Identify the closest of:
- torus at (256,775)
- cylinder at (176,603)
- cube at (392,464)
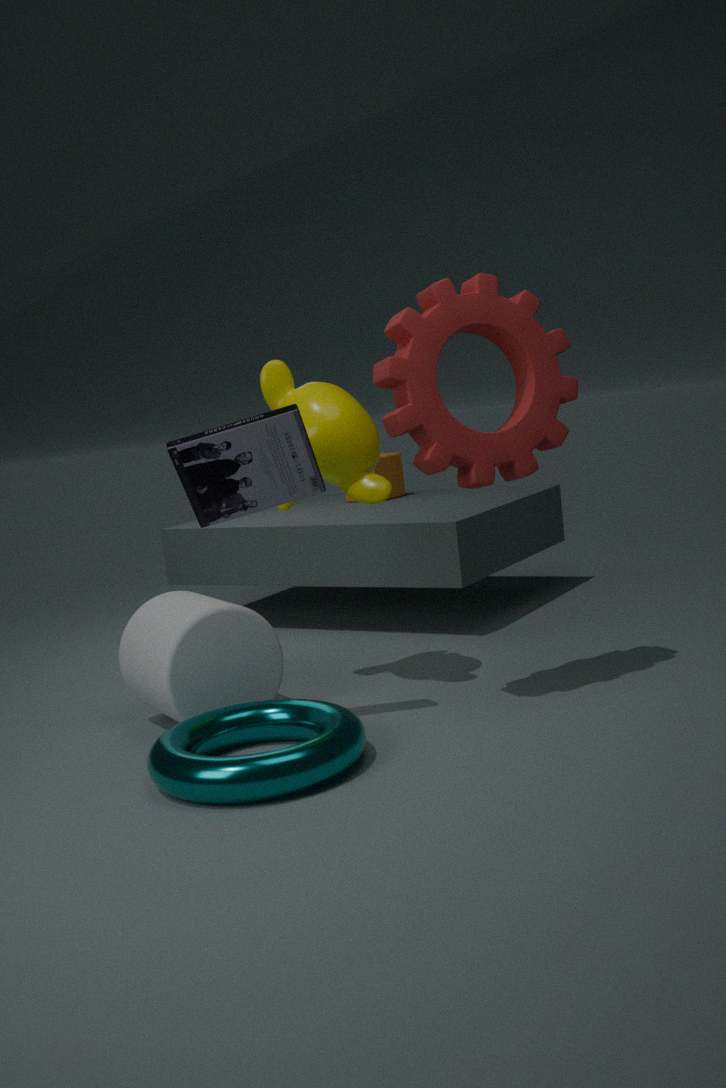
torus at (256,775)
